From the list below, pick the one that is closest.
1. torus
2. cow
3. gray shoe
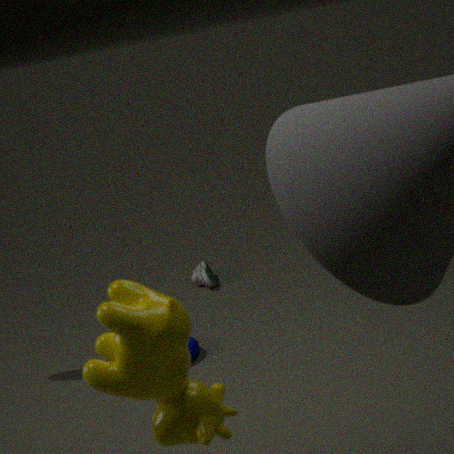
cow
